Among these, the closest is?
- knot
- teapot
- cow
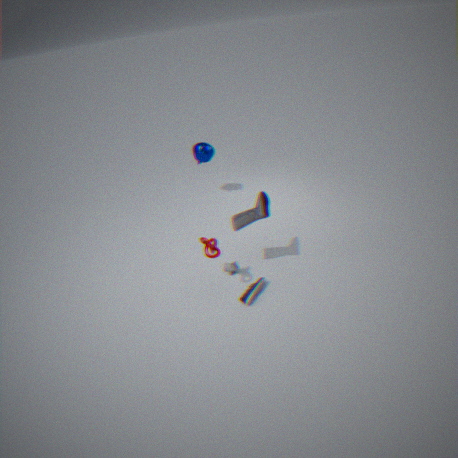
knot
